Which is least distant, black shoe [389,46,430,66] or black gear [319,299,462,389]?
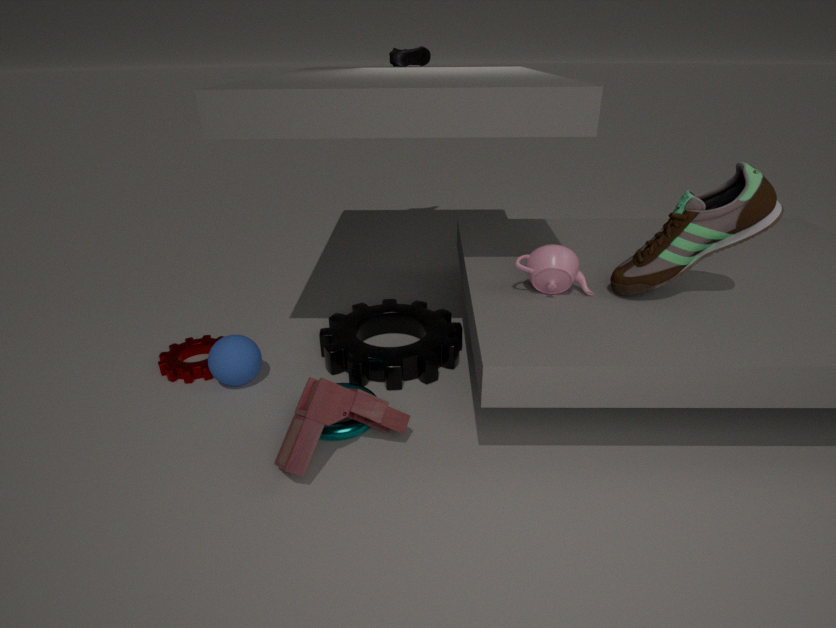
black gear [319,299,462,389]
